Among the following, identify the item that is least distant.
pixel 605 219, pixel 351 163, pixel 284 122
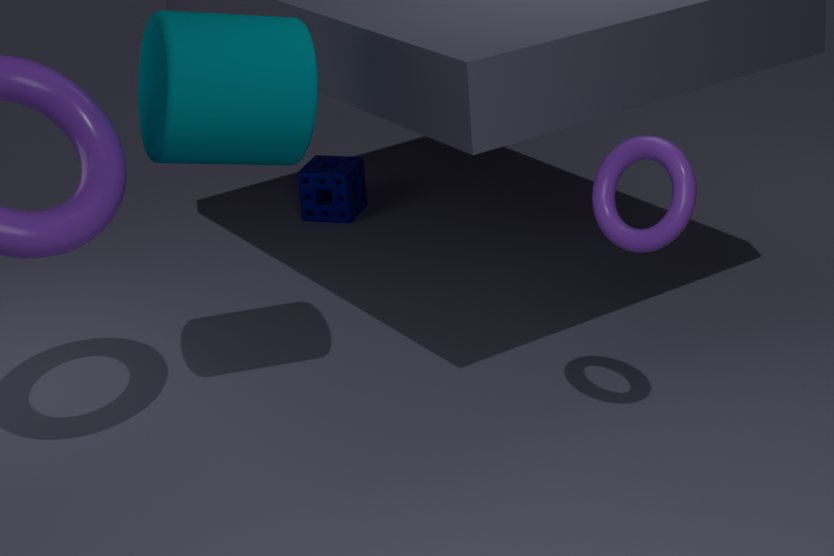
pixel 605 219
